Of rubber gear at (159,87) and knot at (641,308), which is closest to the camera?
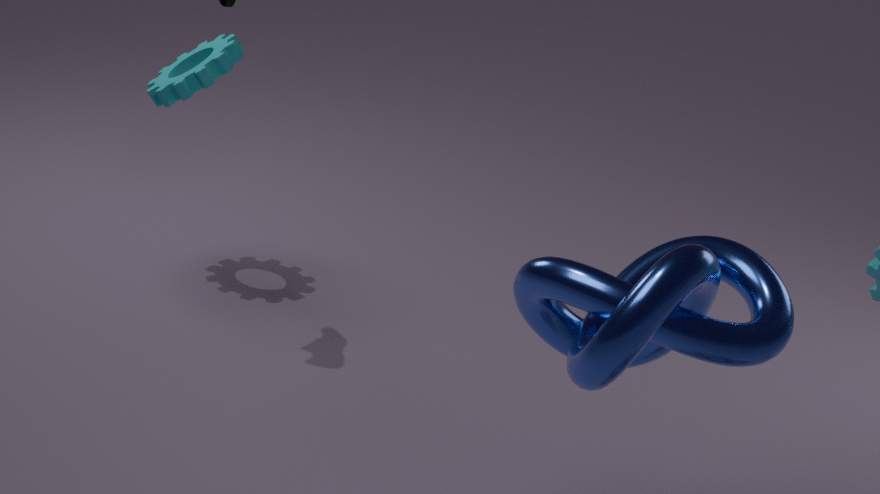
knot at (641,308)
